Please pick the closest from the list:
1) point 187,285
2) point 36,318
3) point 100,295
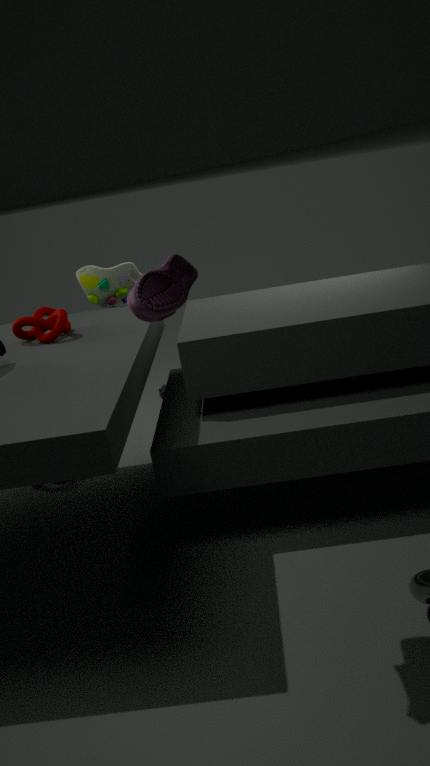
1. point 187,285
